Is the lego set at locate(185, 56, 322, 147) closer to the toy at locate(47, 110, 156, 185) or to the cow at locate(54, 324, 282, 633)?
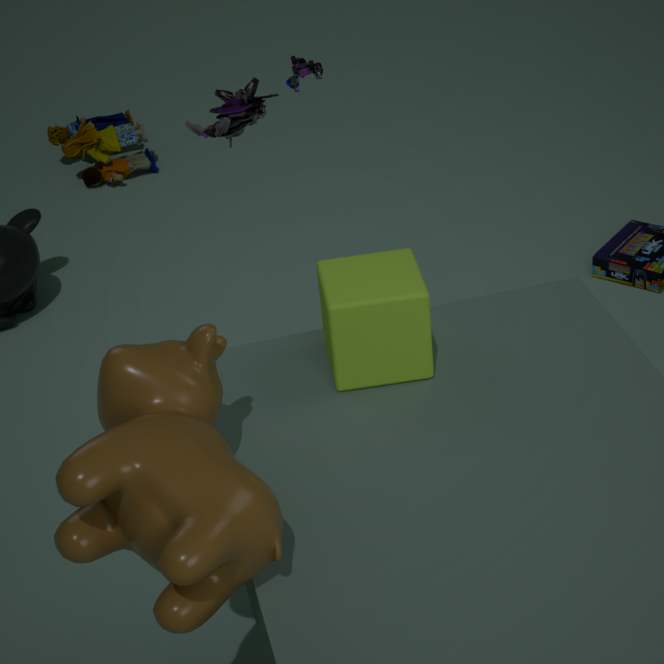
the cow at locate(54, 324, 282, 633)
